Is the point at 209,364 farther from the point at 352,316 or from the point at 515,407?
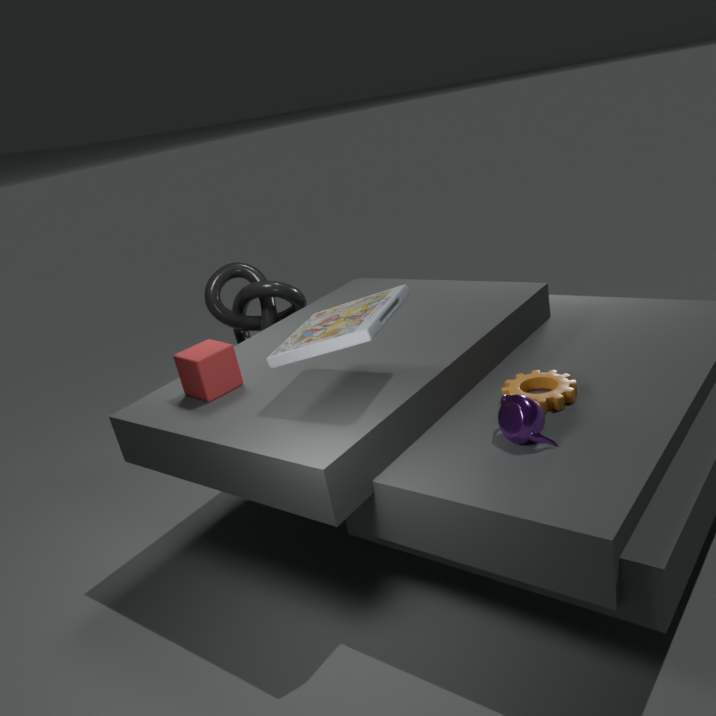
the point at 515,407
